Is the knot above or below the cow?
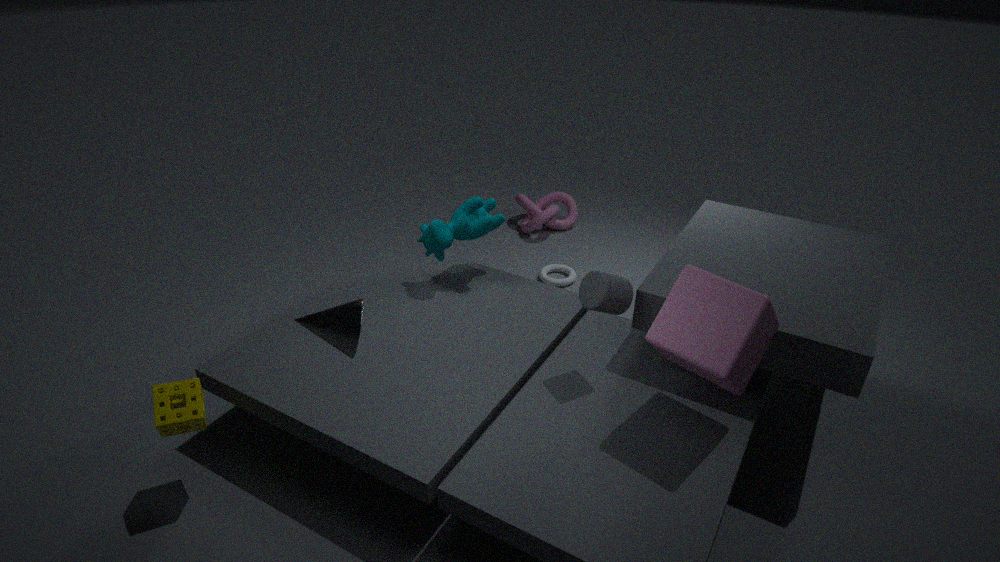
below
